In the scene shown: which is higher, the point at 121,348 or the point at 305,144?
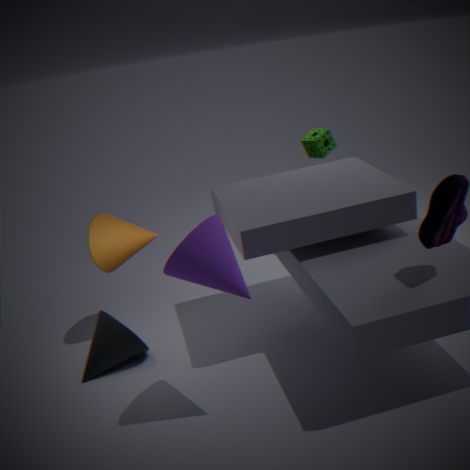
the point at 305,144
